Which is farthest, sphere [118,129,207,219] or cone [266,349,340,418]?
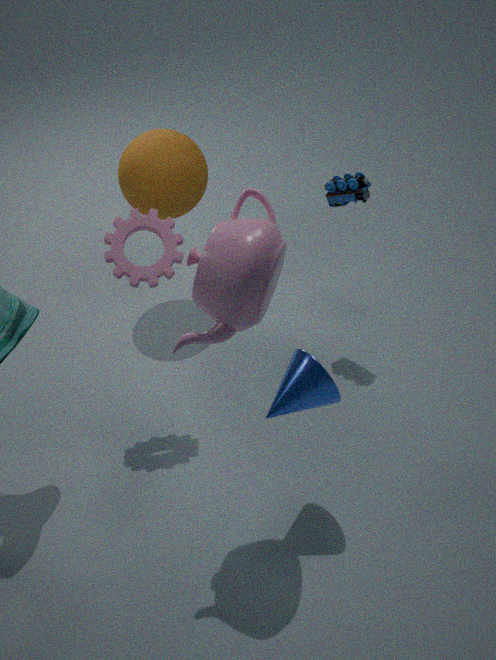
sphere [118,129,207,219]
